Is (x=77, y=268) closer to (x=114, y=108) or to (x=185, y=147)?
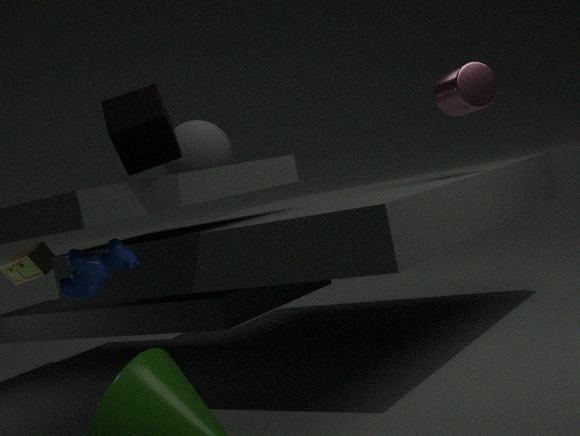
(x=114, y=108)
